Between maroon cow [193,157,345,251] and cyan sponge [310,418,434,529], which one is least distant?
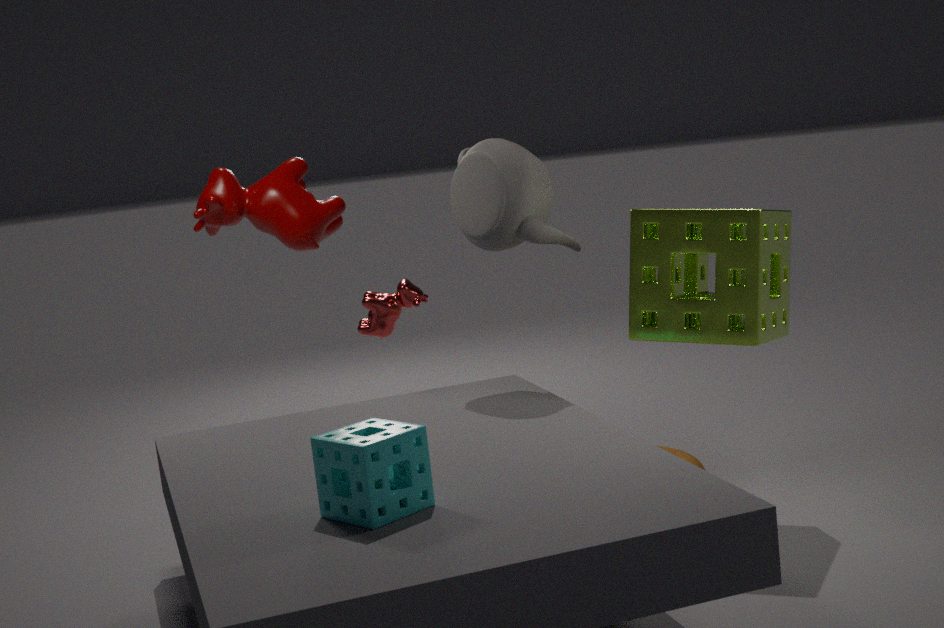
cyan sponge [310,418,434,529]
